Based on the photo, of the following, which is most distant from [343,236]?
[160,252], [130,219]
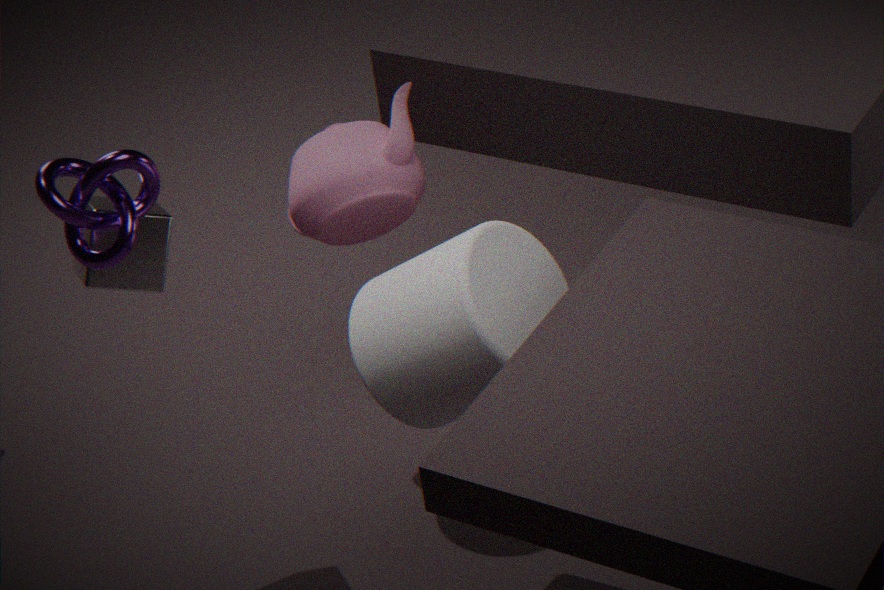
[130,219]
